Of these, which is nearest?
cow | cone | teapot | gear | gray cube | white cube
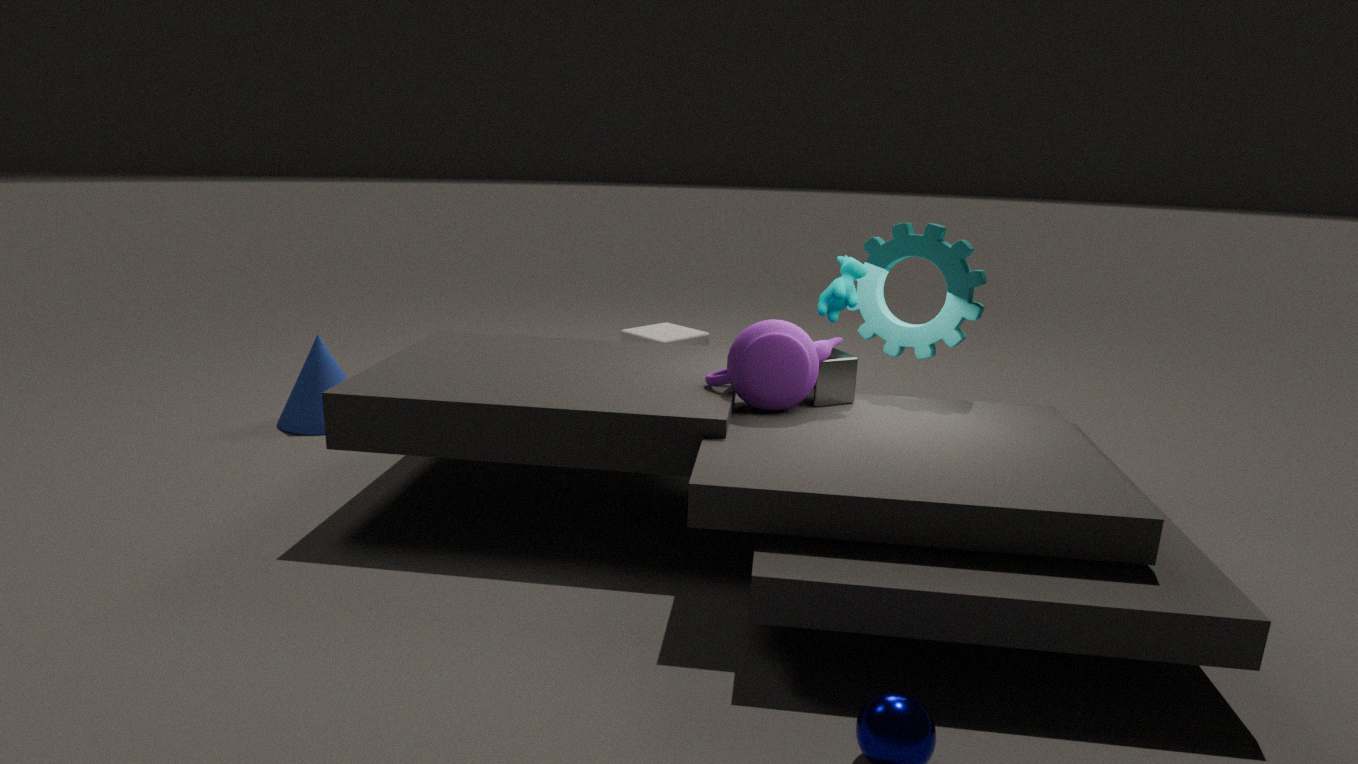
teapot
